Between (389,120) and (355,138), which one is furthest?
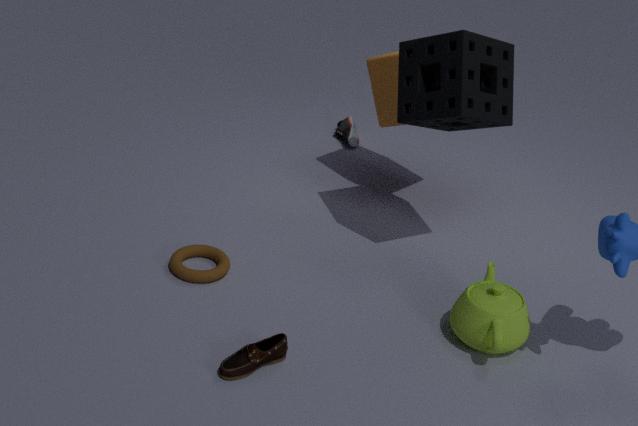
(355,138)
